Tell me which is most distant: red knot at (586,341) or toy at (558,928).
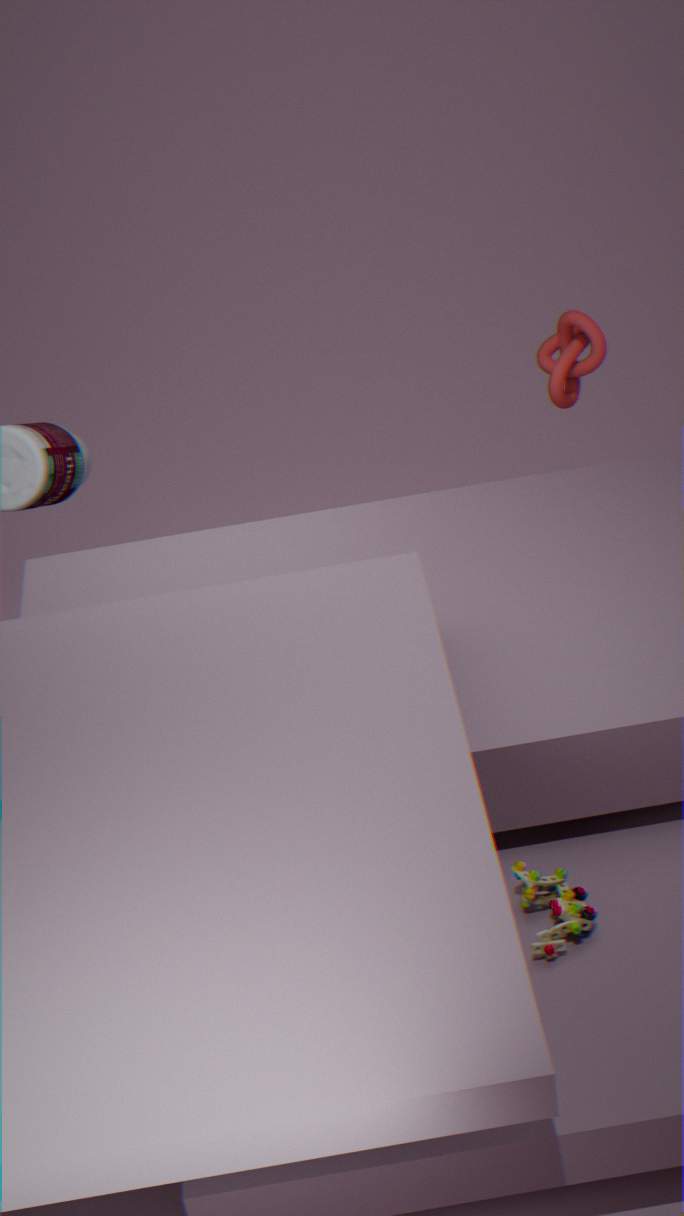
red knot at (586,341)
